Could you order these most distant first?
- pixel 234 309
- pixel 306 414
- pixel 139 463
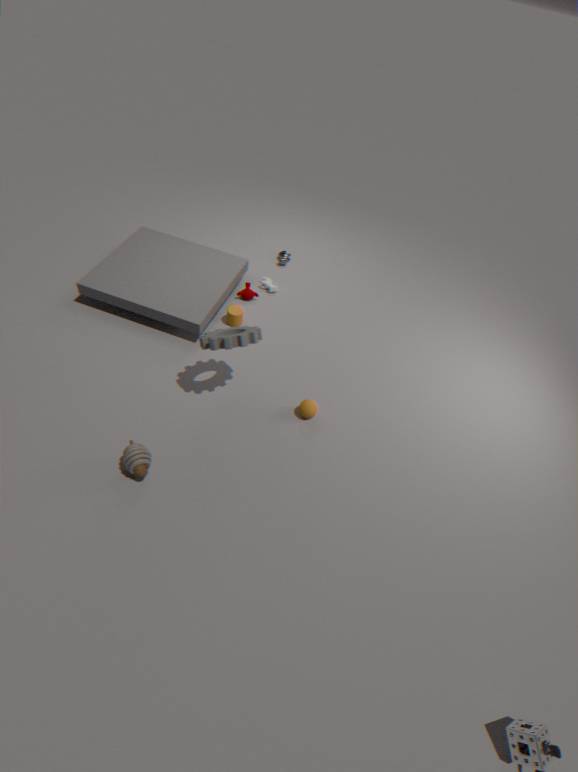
1. pixel 234 309
2. pixel 306 414
3. pixel 139 463
